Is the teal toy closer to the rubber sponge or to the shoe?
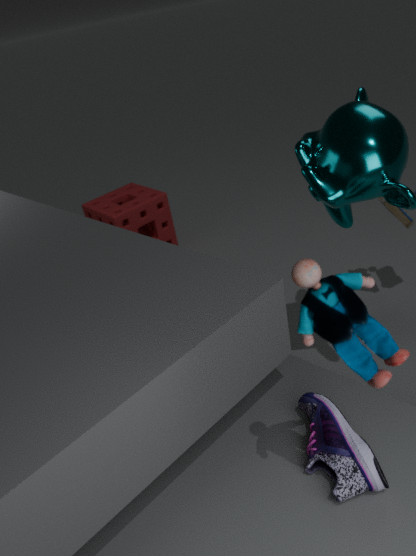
the shoe
